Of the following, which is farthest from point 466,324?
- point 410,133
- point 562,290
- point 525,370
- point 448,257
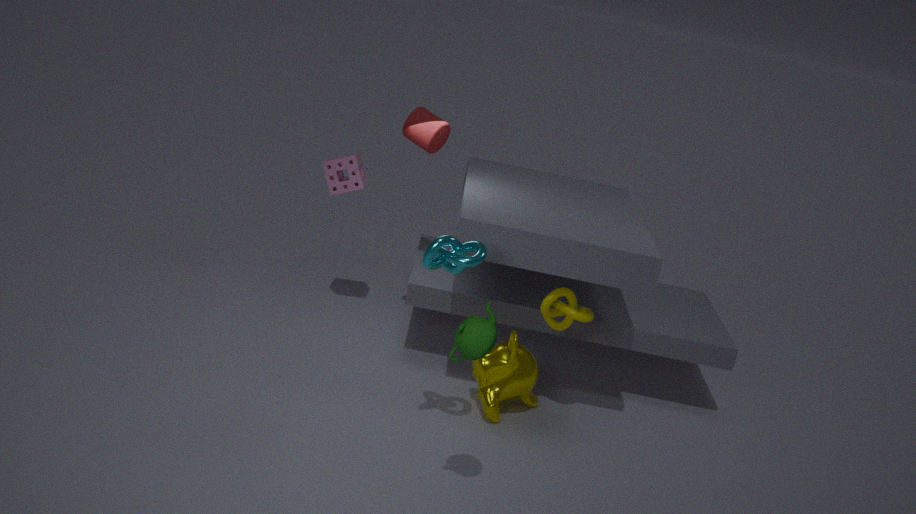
point 410,133
